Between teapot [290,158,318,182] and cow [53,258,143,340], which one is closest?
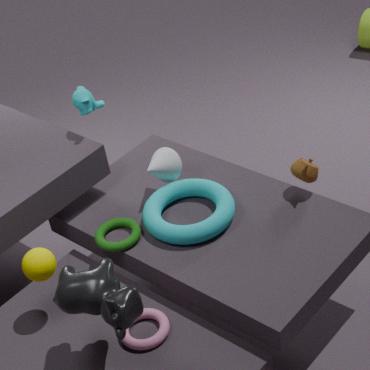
Answer: cow [53,258,143,340]
